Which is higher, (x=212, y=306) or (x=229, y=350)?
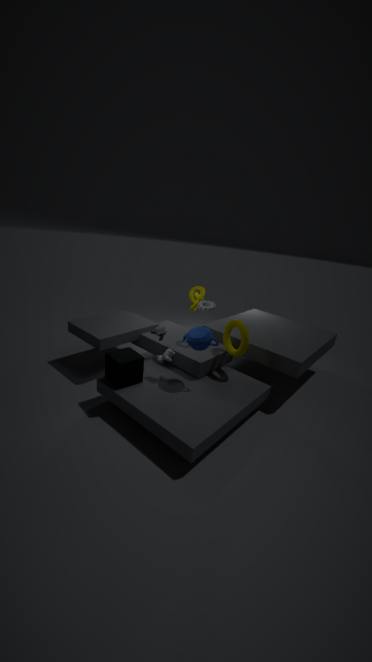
(x=212, y=306)
